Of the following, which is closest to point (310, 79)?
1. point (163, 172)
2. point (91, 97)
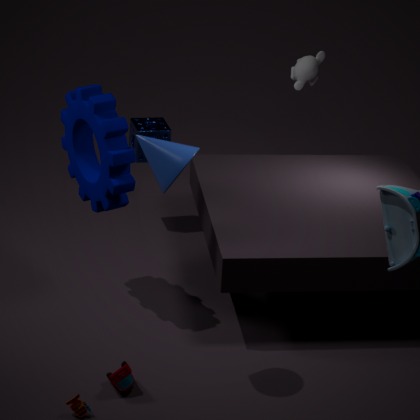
point (91, 97)
